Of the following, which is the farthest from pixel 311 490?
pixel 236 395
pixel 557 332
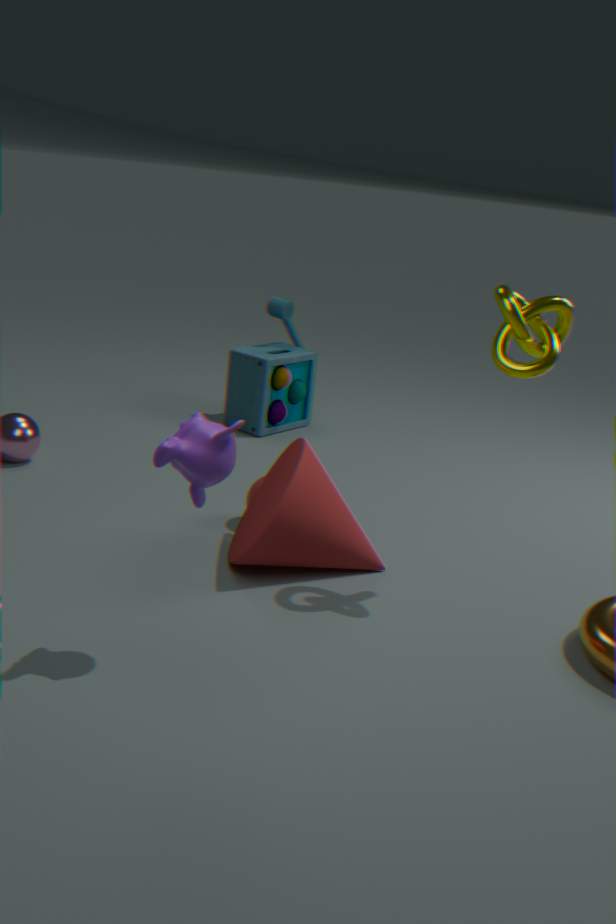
pixel 236 395
